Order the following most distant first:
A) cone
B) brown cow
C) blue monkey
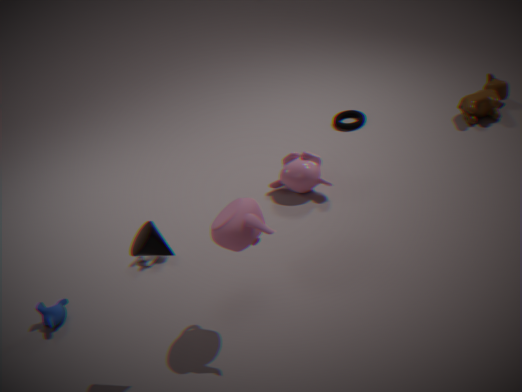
brown cow → blue monkey → cone
